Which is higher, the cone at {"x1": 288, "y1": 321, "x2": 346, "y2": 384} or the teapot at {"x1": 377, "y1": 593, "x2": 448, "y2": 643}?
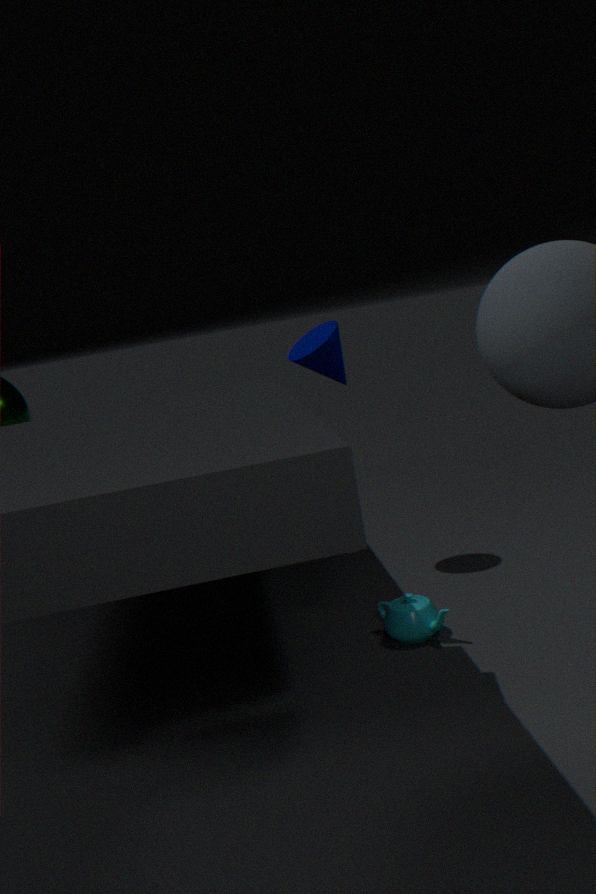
the cone at {"x1": 288, "y1": 321, "x2": 346, "y2": 384}
